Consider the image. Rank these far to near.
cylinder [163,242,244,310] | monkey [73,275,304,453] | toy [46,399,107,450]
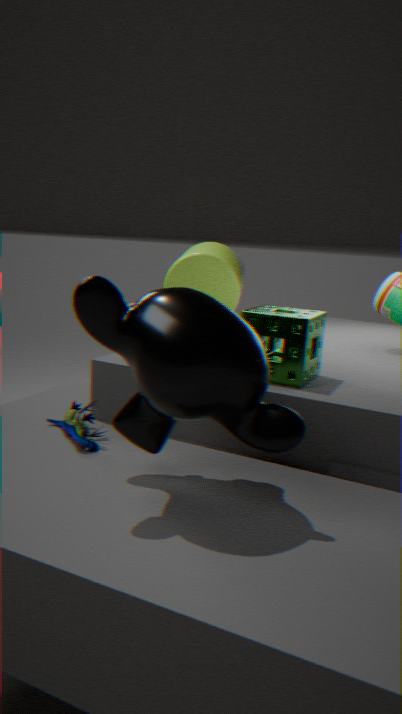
cylinder [163,242,244,310] → toy [46,399,107,450] → monkey [73,275,304,453]
